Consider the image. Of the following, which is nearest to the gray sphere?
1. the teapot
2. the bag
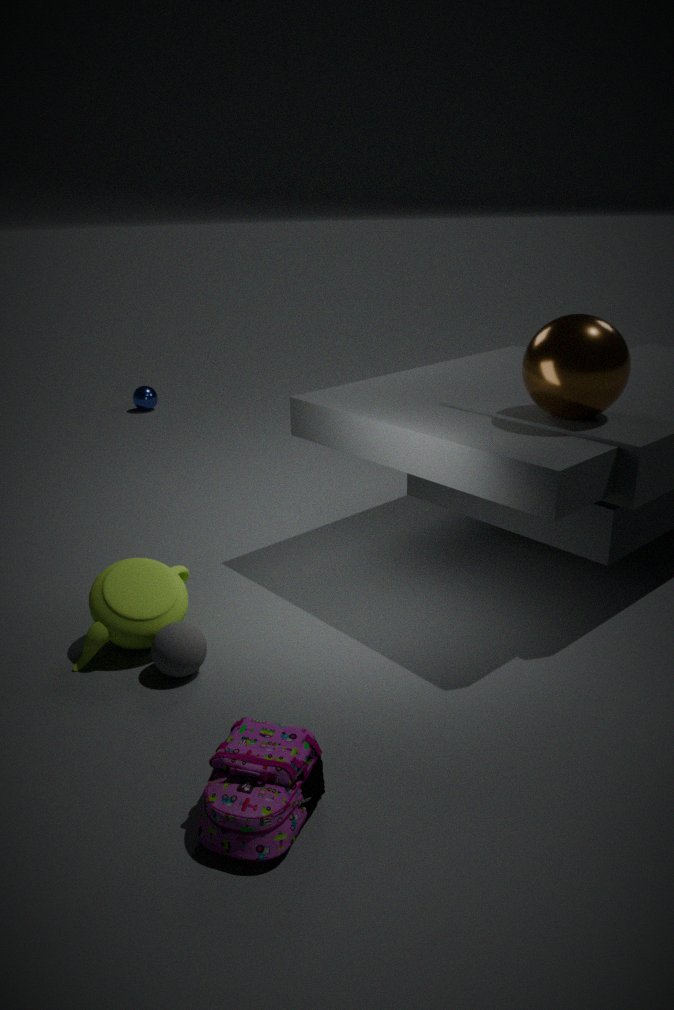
the teapot
